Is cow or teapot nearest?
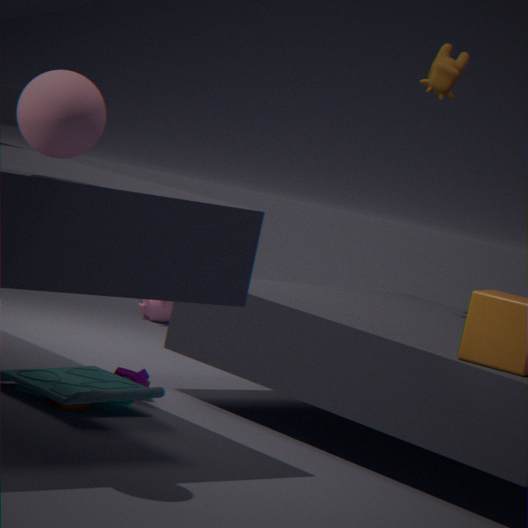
cow
